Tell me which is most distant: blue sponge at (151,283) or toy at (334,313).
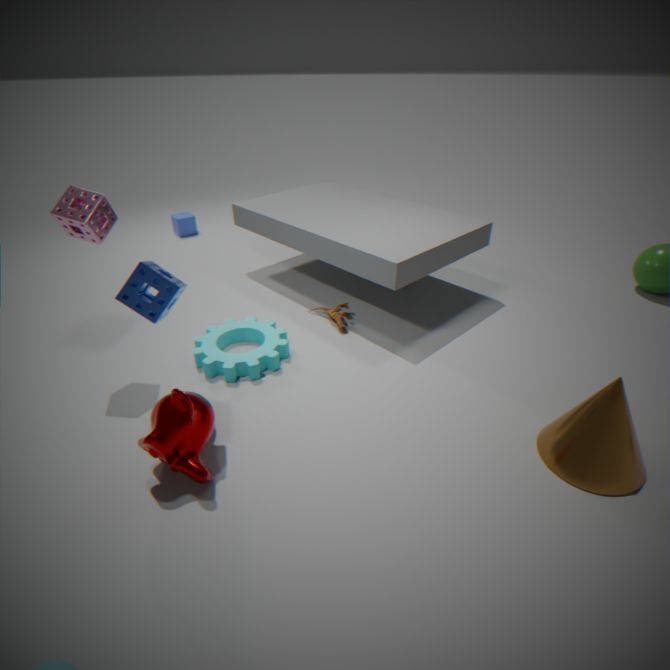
toy at (334,313)
